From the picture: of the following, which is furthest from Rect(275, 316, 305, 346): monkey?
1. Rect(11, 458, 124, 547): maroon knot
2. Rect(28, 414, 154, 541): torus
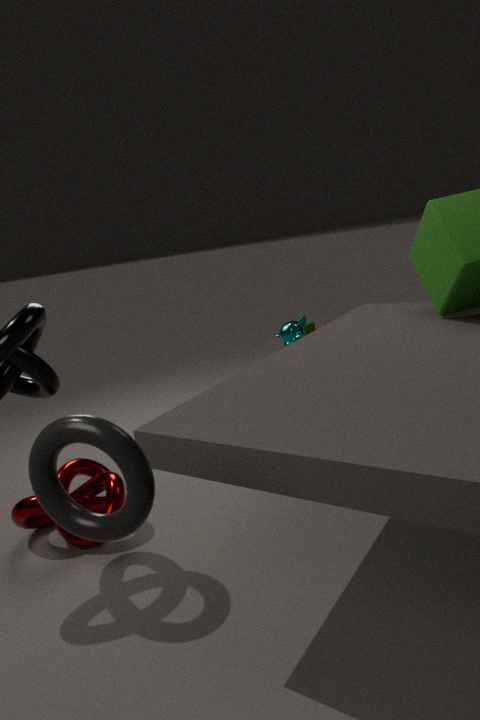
Rect(28, 414, 154, 541): torus
